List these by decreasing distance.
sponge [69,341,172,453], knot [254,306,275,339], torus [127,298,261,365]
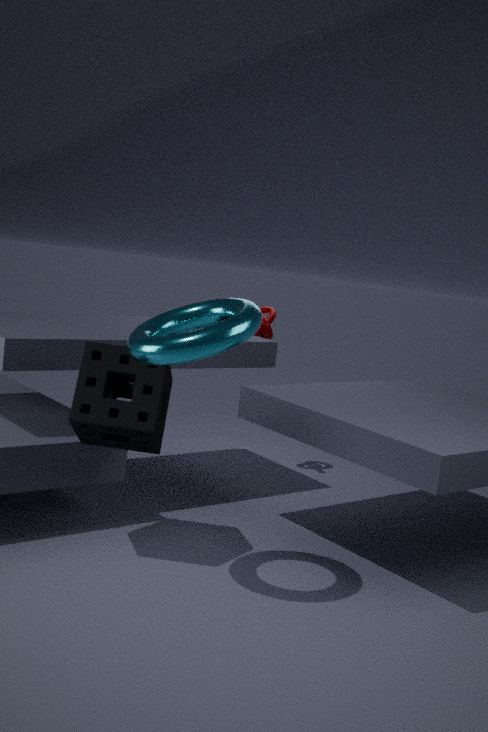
1. knot [254,306,275,339]
2. sponge [69,341,172,453]
3. torus [127,298,261,365]
